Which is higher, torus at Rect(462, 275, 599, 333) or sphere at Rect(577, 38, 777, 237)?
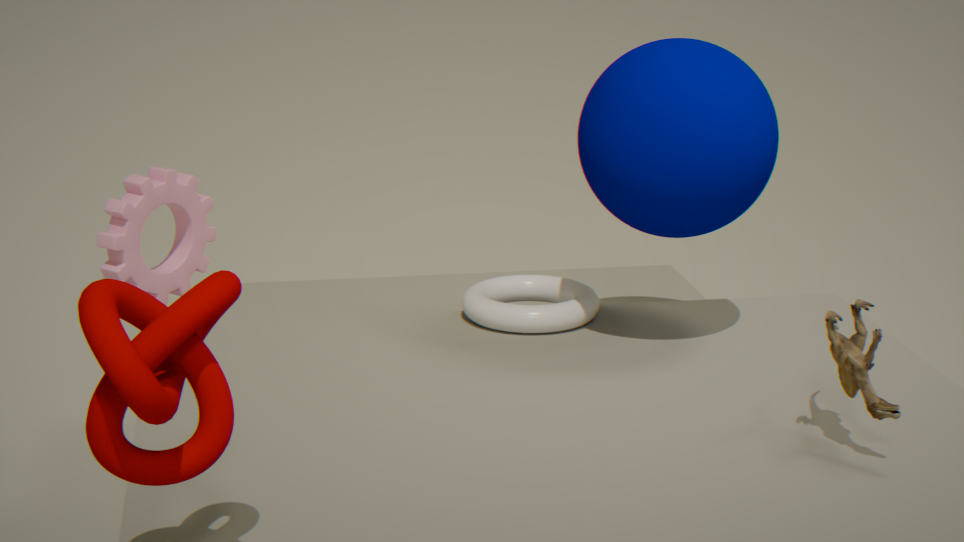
sphere at Rect(577, 38, 777, 237)
